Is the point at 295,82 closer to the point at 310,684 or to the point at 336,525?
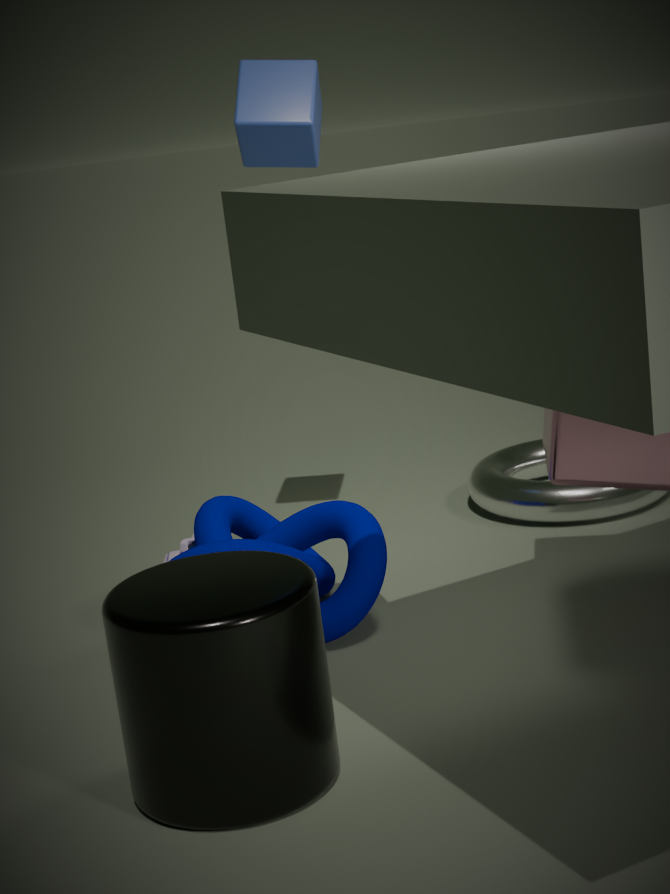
the point at 336,525
